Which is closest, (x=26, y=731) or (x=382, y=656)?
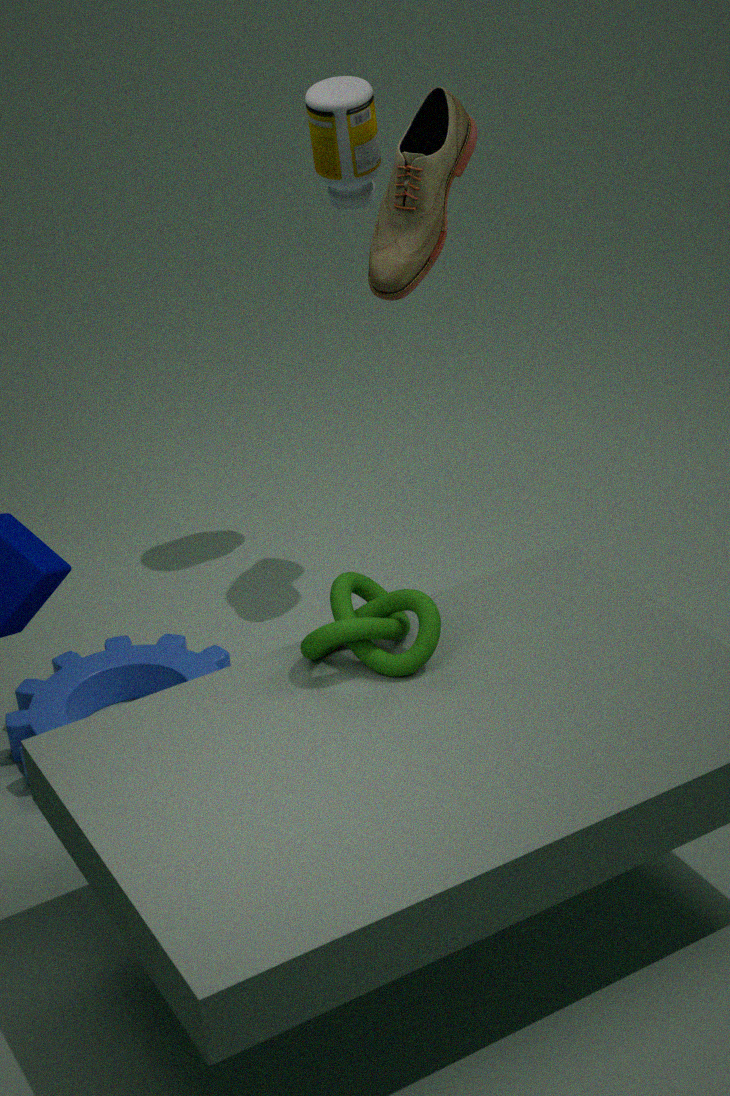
(x=382, y=656)
